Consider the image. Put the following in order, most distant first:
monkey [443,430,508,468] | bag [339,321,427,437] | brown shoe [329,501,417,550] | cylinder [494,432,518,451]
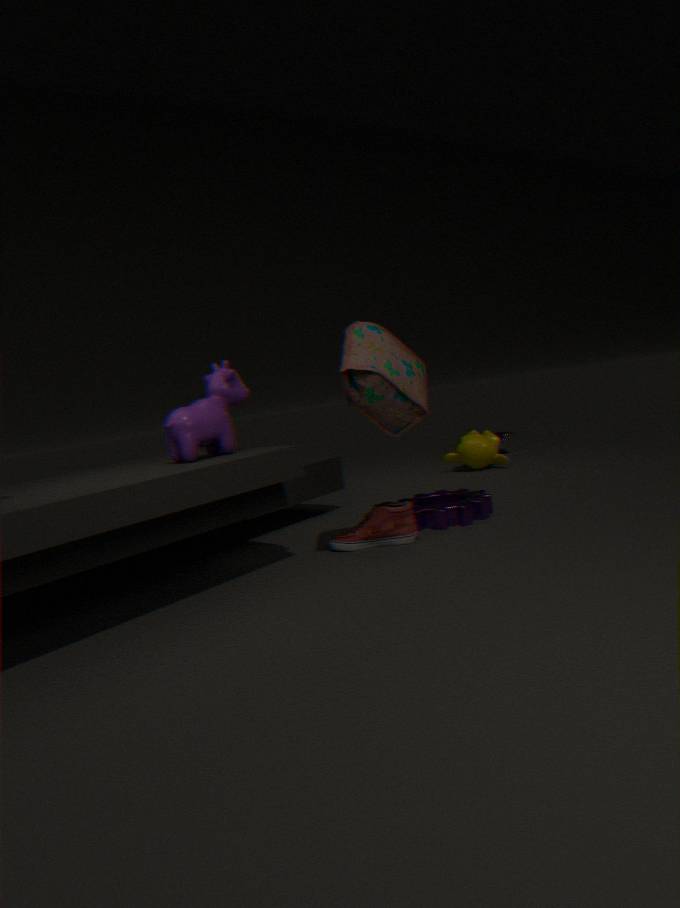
cylinder [494,432,518,451], monkey [443,430,508,468], brown shoe [329,501,417,550], bag [339,321,427,437]
